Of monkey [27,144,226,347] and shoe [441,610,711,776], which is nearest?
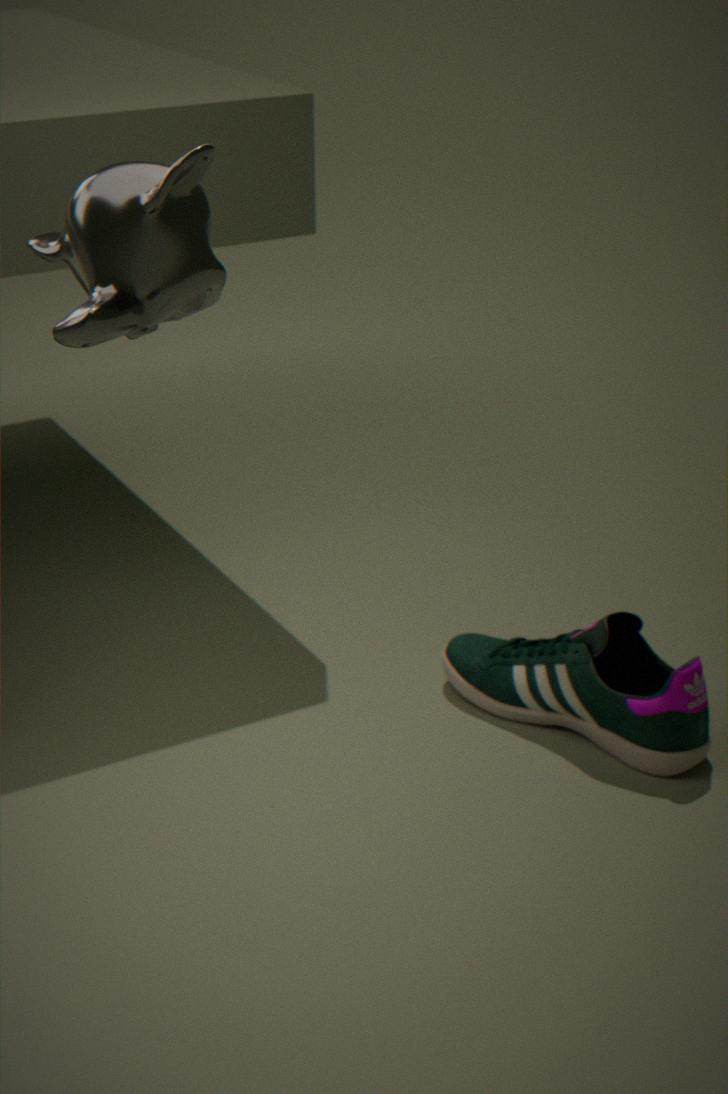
monkey [27,144,226,347]
